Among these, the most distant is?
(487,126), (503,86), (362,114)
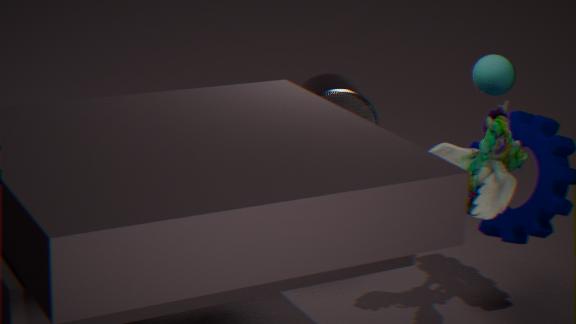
(362,114)
